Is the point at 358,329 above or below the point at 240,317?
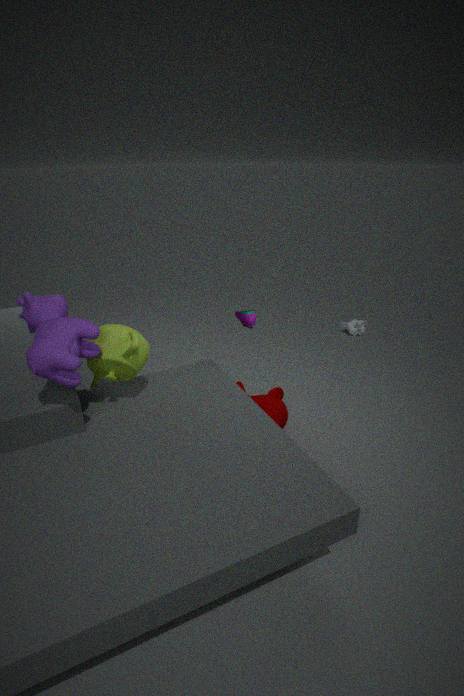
below
